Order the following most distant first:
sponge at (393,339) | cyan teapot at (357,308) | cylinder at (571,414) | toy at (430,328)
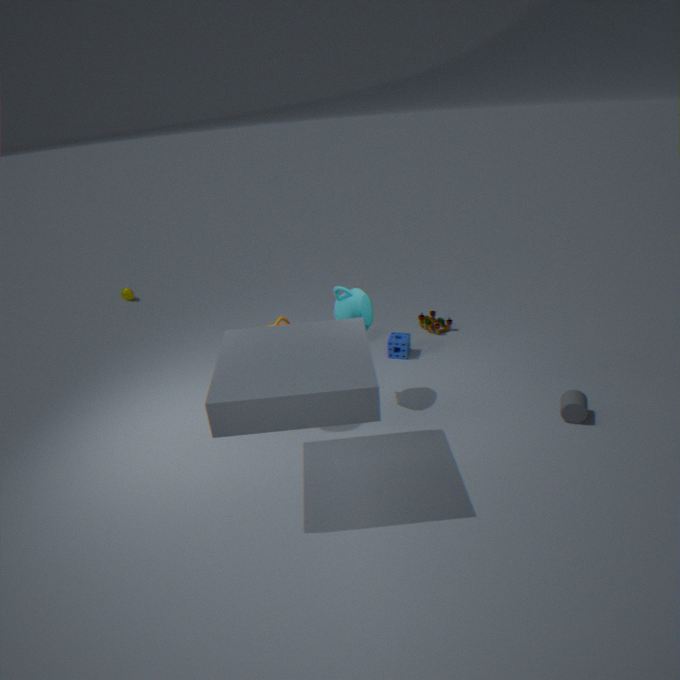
1. toy at (430,328)
2. sponge at (393,339)
3. cyan teapot at (357,308)
4. cylinder at (571,414)
